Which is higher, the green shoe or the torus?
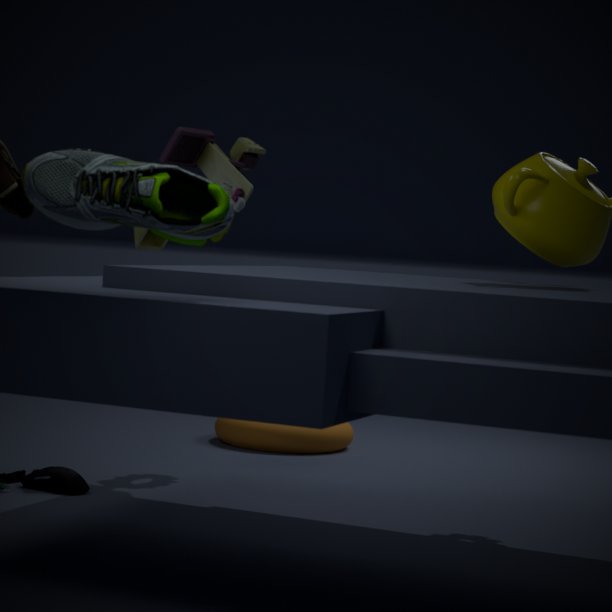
the green shoe
